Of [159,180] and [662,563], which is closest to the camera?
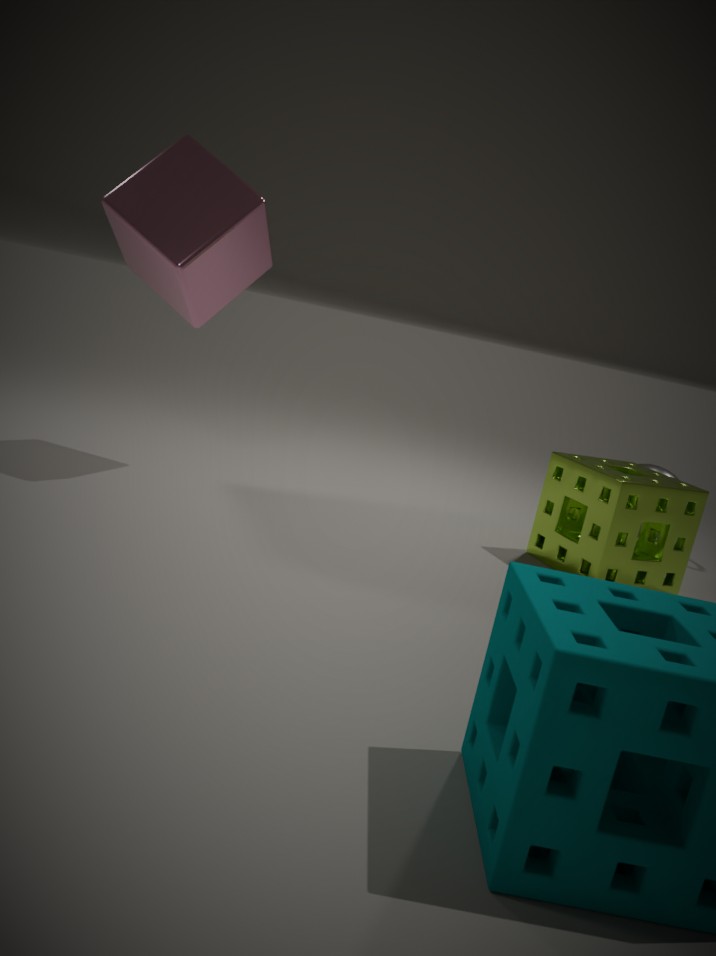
[159,180]
